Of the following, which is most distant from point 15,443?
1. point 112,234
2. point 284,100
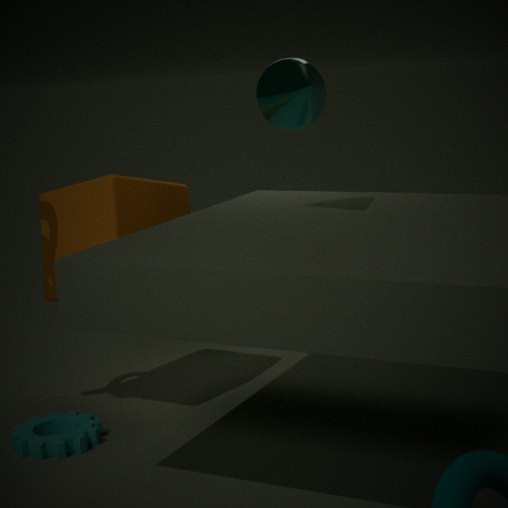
point 284,100
